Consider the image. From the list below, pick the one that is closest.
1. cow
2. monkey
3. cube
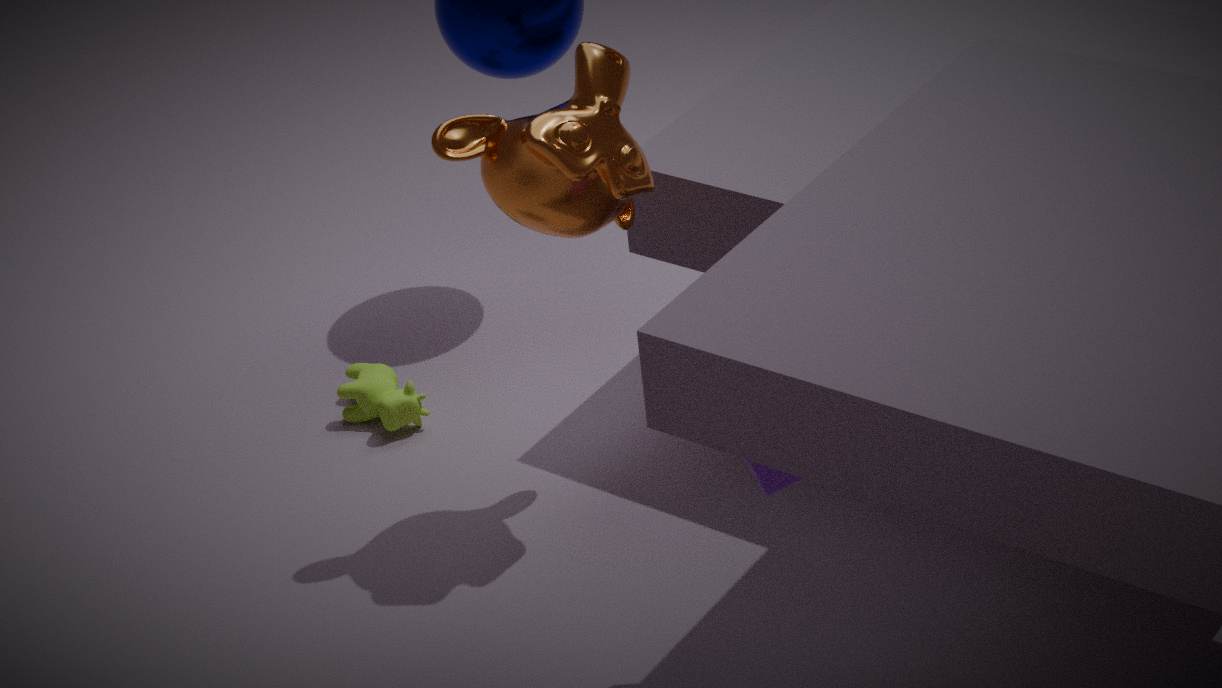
cube
